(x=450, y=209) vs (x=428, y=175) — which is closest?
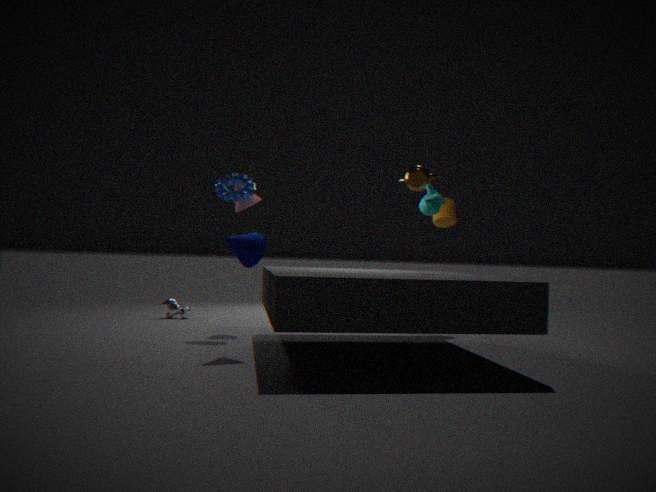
(x=428, y=175)
